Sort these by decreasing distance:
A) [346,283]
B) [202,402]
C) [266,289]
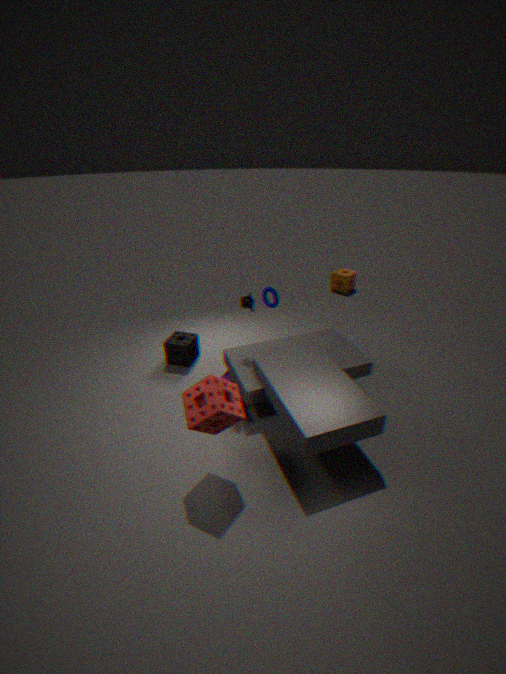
1. [346,283]
2. [266,289]
3. [202,402]
